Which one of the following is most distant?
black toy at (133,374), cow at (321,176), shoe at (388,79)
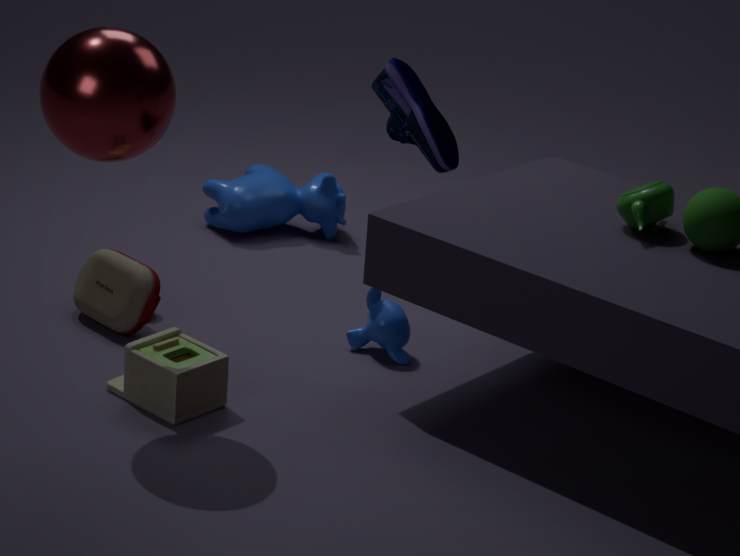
cow at (321,176)
